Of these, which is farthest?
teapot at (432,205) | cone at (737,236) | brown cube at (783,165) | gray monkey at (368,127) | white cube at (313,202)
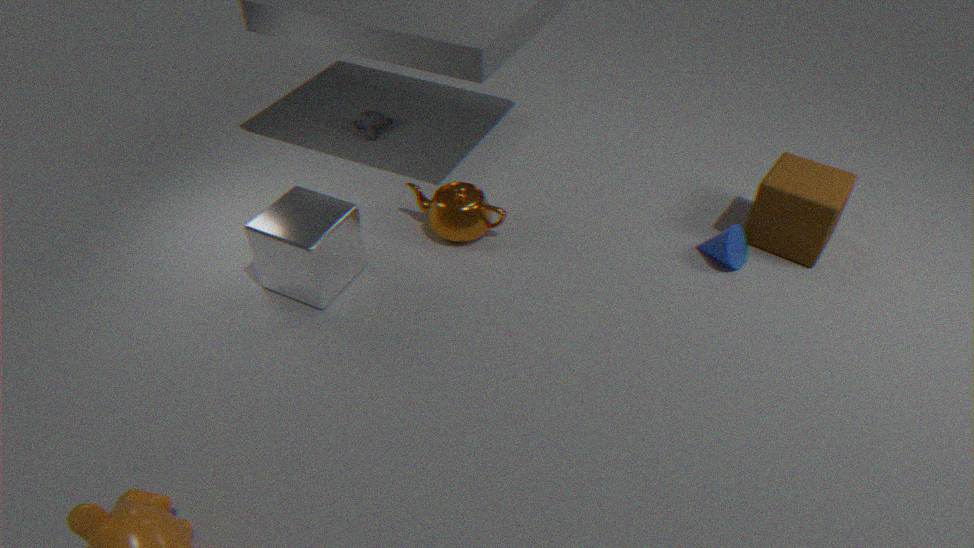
gray monkey at (368,127)
